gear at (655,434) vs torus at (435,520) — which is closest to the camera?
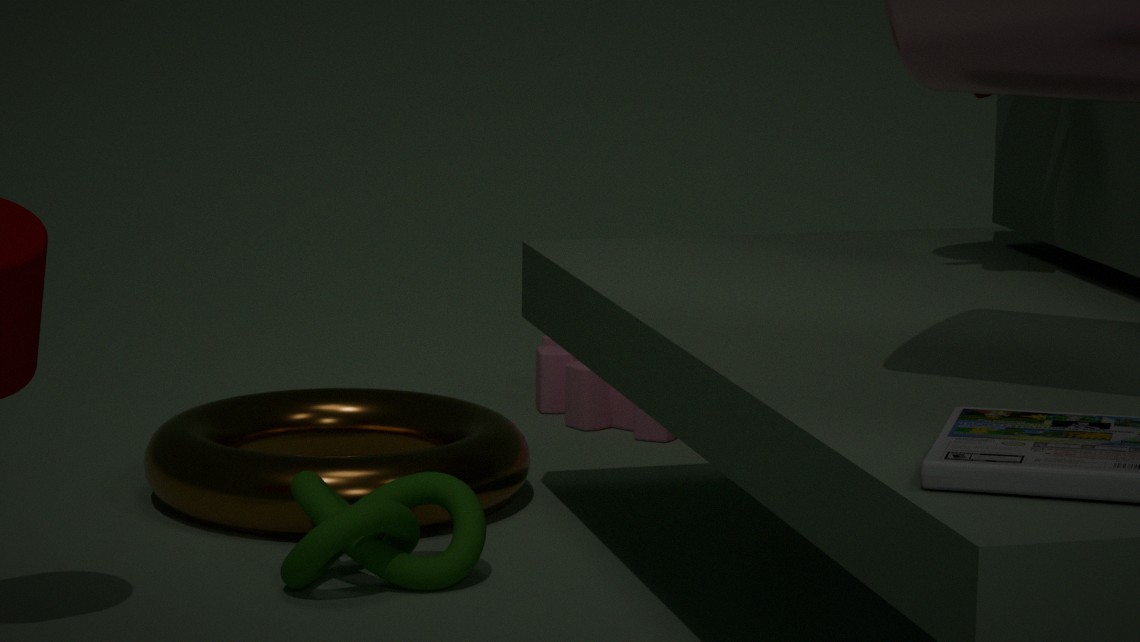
torus at (435,520)
